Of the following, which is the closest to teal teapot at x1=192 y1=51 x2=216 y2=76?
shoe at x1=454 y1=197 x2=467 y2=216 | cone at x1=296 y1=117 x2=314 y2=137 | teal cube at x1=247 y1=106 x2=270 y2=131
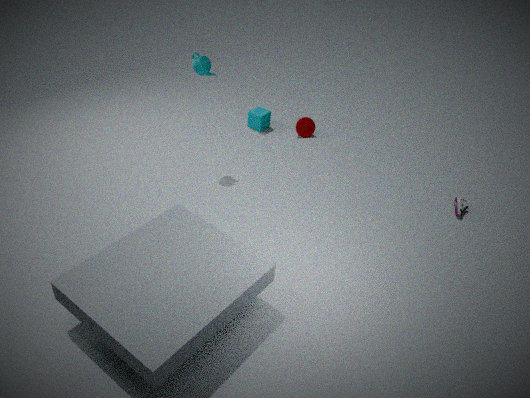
teal cube at x1=247 y1=106 x2=270 y2=131
